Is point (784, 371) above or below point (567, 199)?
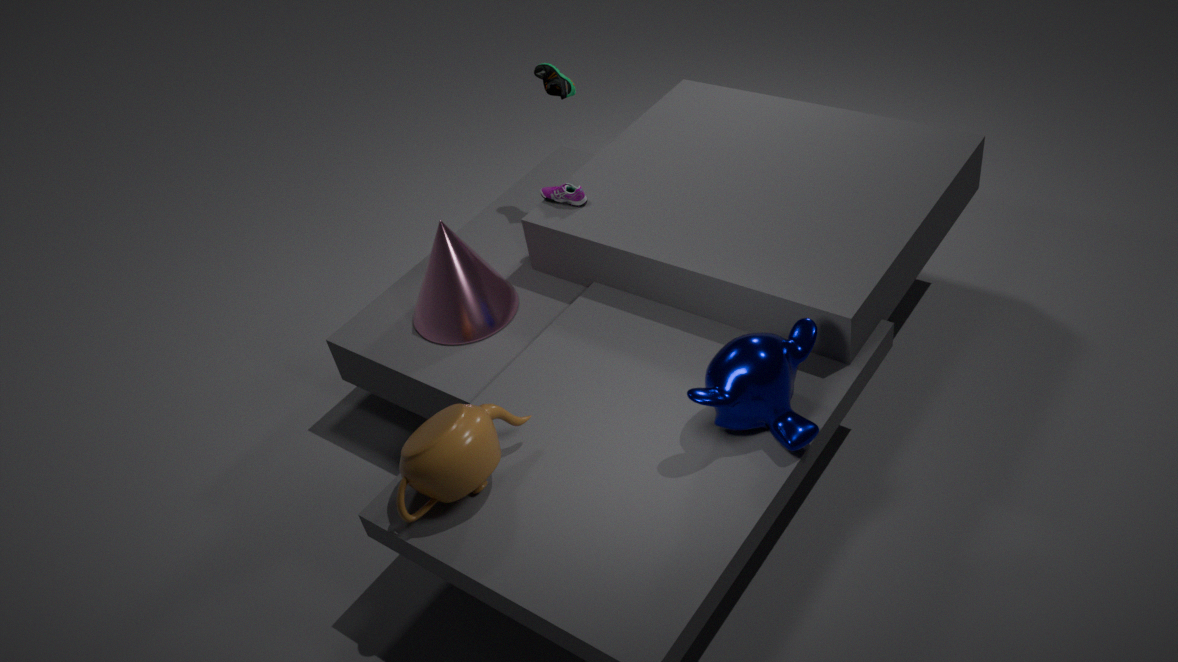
below
